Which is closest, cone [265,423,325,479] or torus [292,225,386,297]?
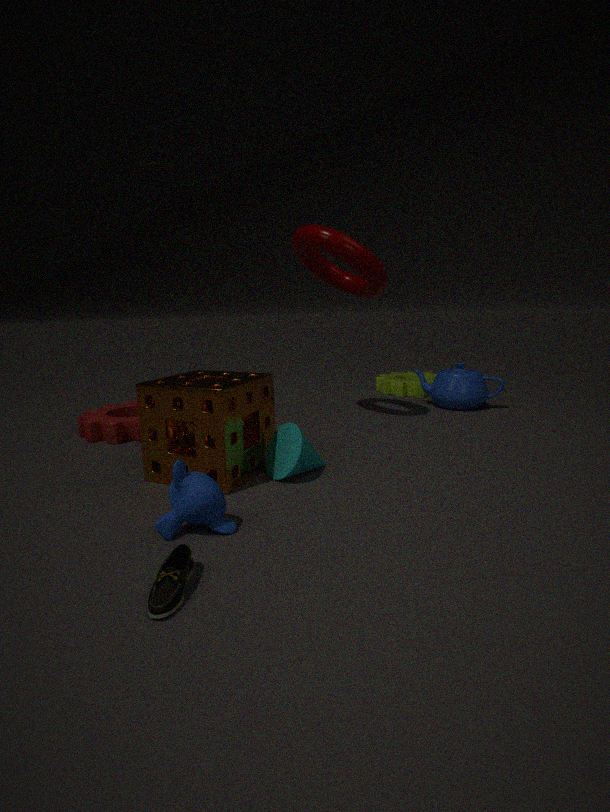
cone [265,423,325,479]
